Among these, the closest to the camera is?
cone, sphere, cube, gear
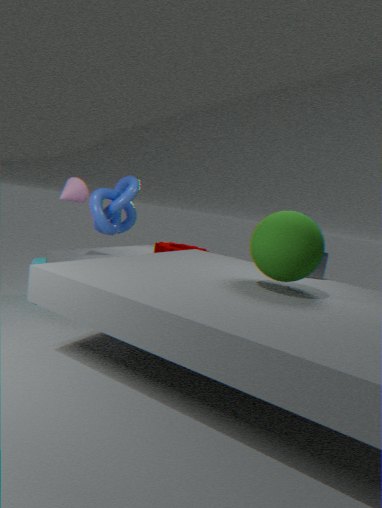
sphere
